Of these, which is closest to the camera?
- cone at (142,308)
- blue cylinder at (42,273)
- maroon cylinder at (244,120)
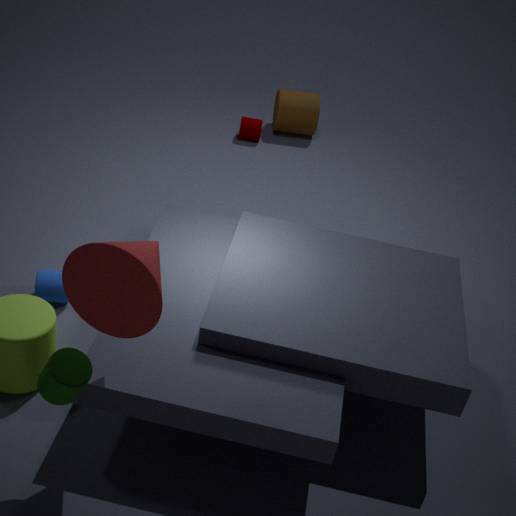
cone at (142,308)
